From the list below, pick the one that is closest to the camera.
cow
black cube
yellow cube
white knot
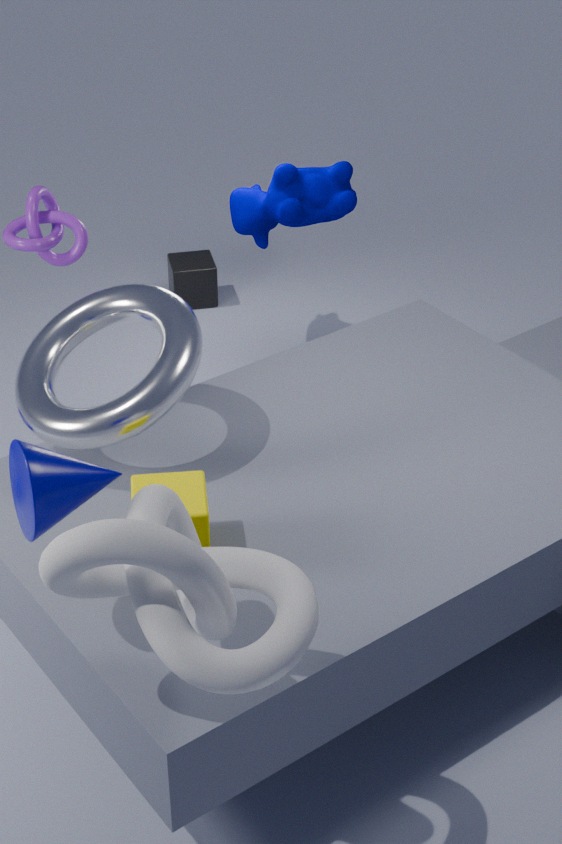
white knot
